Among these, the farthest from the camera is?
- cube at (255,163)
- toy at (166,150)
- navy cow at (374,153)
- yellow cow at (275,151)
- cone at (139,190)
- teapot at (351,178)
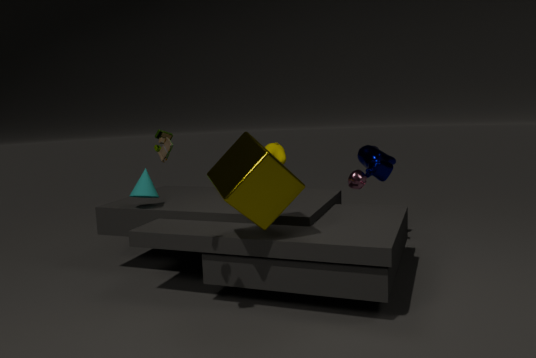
navy cow at (374,153)
